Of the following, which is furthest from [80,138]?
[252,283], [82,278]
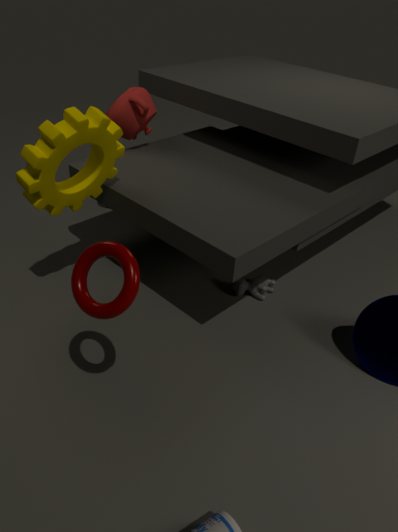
[252,283]
